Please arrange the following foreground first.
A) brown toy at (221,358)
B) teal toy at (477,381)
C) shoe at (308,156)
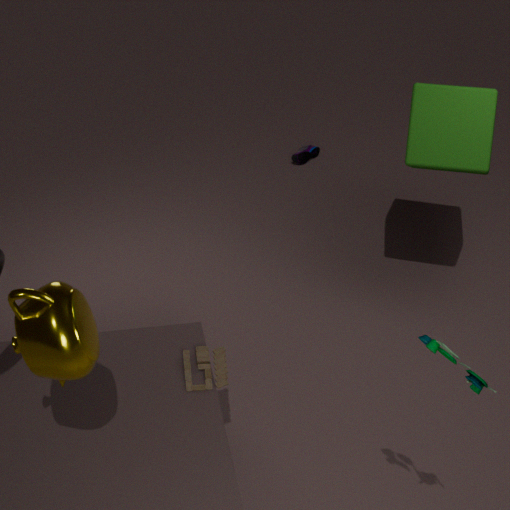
B. teal toy at (477,381) → A. brown toy at (221,358) → C. shoe at (308,156)
